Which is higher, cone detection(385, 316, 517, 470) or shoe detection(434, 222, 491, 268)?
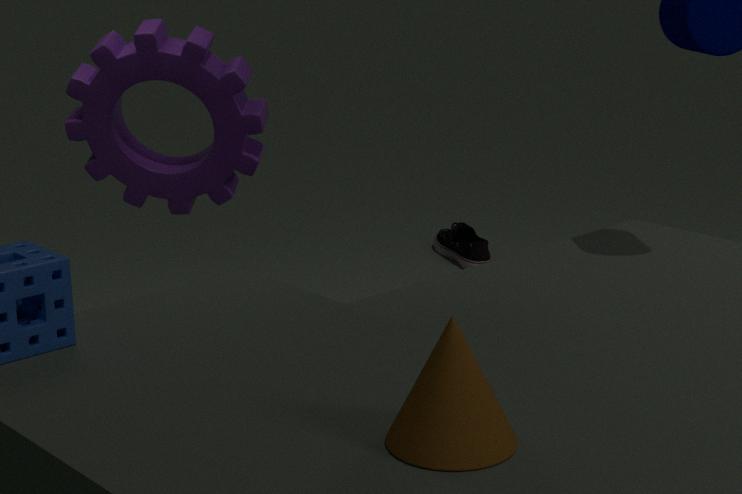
cone detection(385, 316, 517, 470)
